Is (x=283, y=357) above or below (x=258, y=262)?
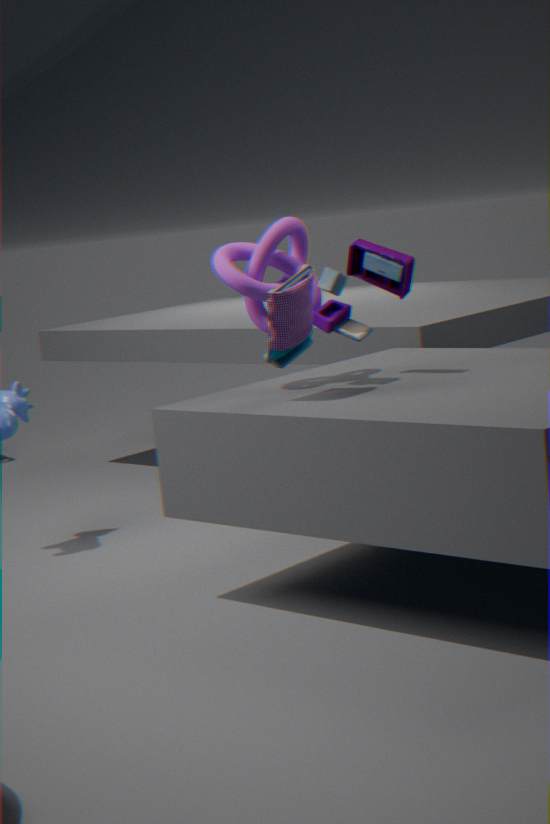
below
